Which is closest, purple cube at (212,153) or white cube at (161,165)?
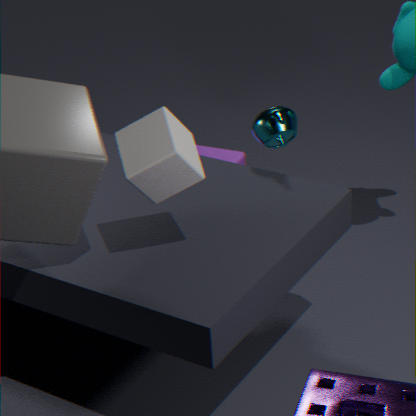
white cube at (161,165)
